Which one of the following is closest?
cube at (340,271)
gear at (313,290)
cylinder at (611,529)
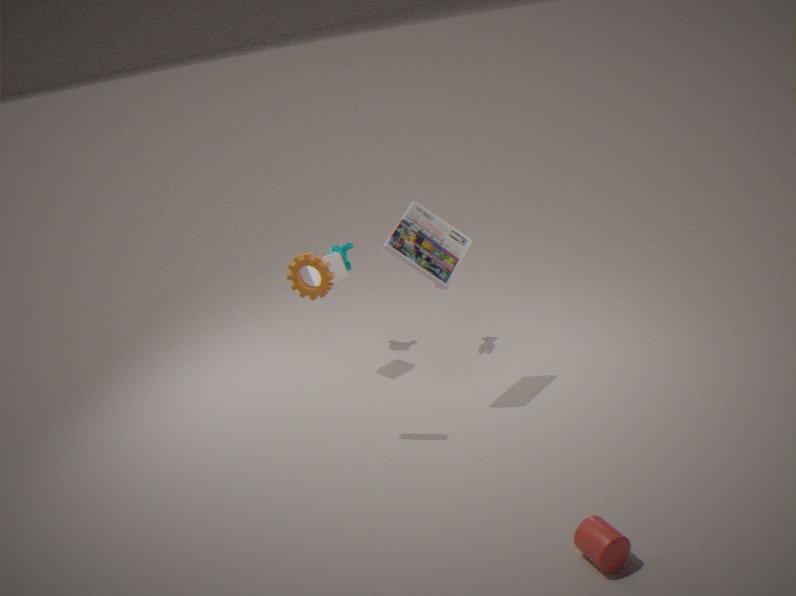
cylinder at (611,529)
